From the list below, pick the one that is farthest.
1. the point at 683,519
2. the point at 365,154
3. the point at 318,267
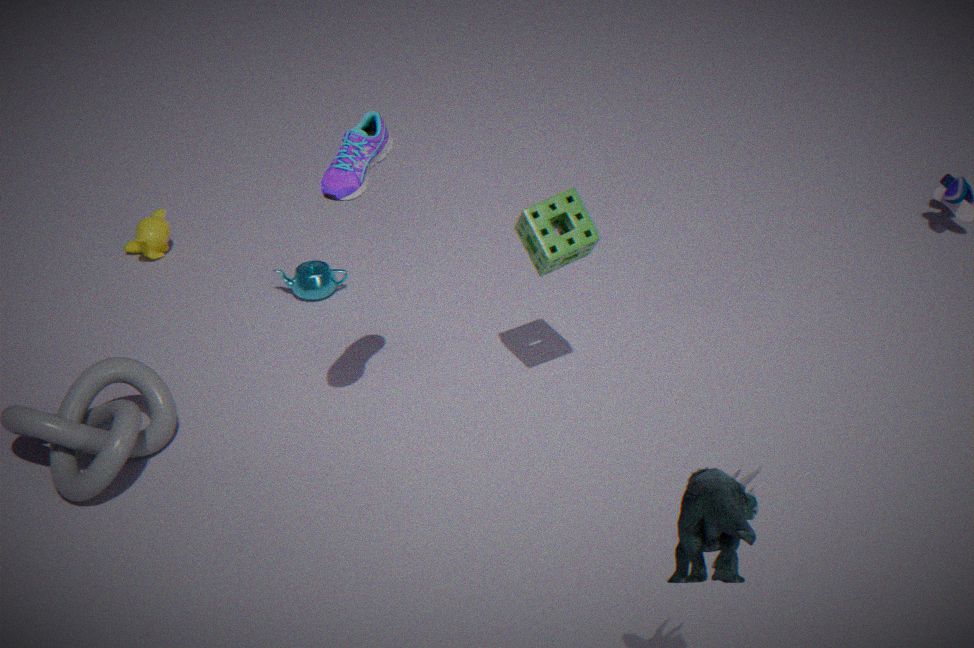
the point at 318,267
